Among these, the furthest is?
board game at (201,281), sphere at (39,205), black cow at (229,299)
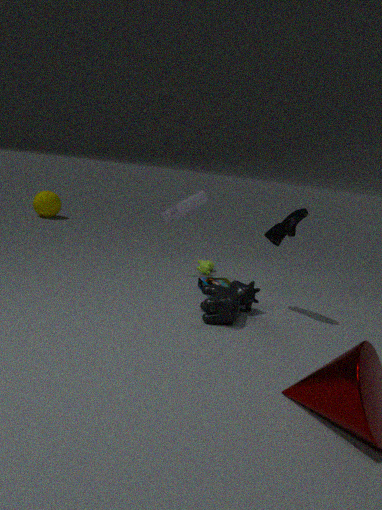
sphere at (39,205)
